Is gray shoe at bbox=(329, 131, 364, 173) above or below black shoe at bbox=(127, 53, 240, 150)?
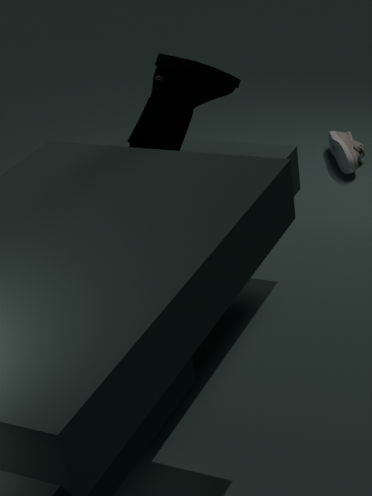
below
